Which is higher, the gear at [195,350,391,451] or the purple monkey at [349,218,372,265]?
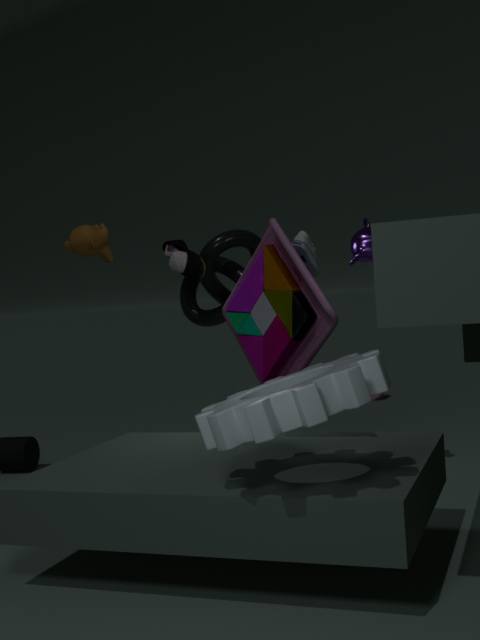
the purple monkey at [349,218,372,265]
